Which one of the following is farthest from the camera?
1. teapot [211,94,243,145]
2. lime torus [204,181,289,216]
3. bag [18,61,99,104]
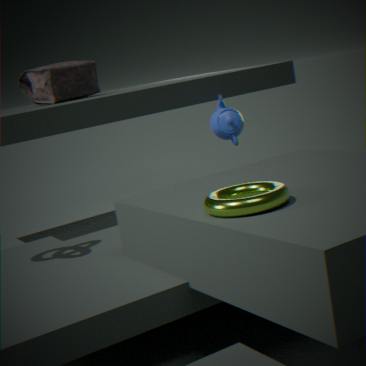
bag [18,61,99,104]
